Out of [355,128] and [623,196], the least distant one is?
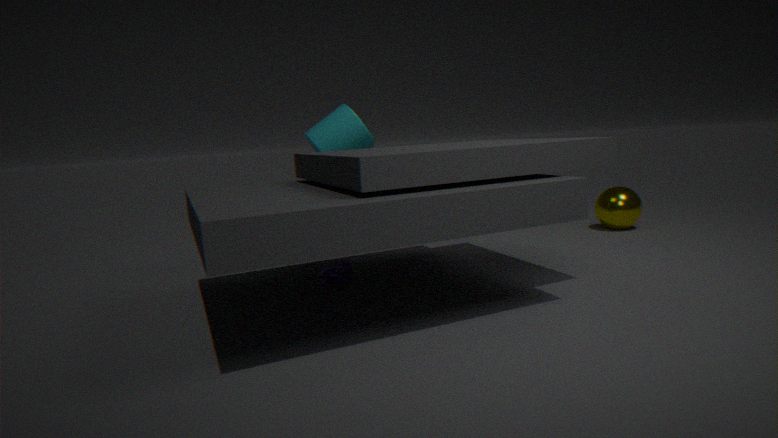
[355,128]
